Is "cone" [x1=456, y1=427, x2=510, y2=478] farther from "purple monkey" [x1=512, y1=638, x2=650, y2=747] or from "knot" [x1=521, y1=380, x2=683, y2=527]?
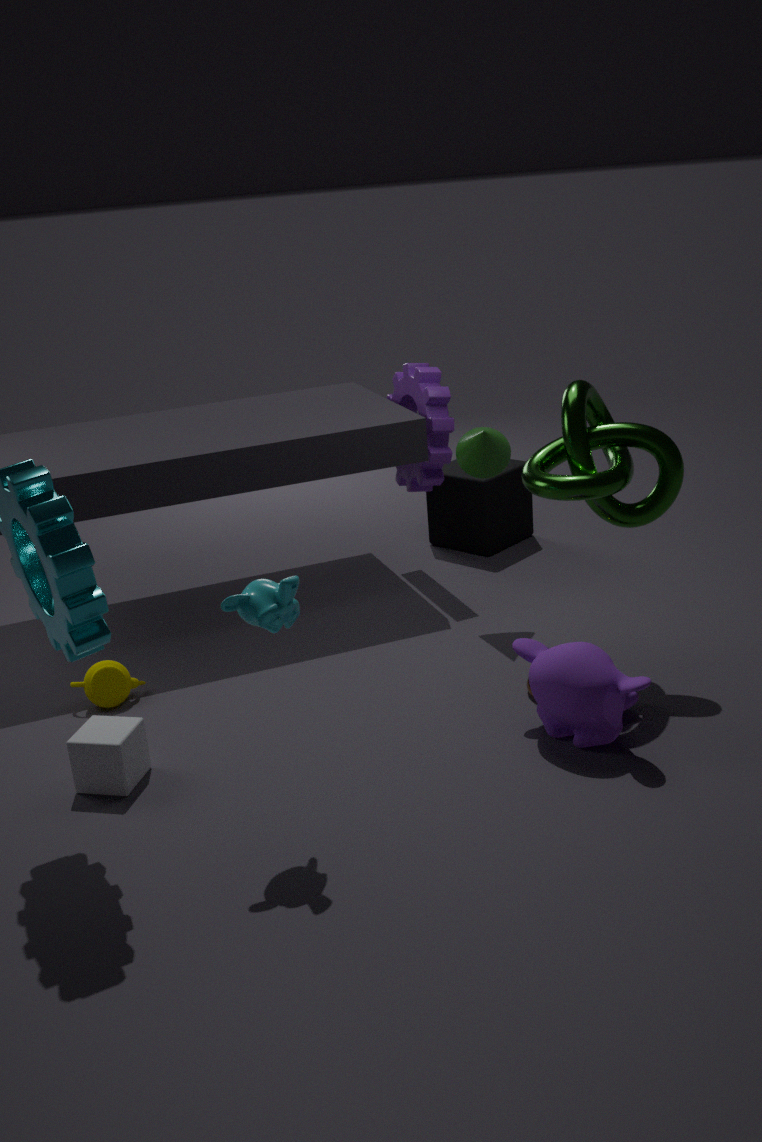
"purple monkey" [x1=512, y1=638, x2=650, y2=747]
